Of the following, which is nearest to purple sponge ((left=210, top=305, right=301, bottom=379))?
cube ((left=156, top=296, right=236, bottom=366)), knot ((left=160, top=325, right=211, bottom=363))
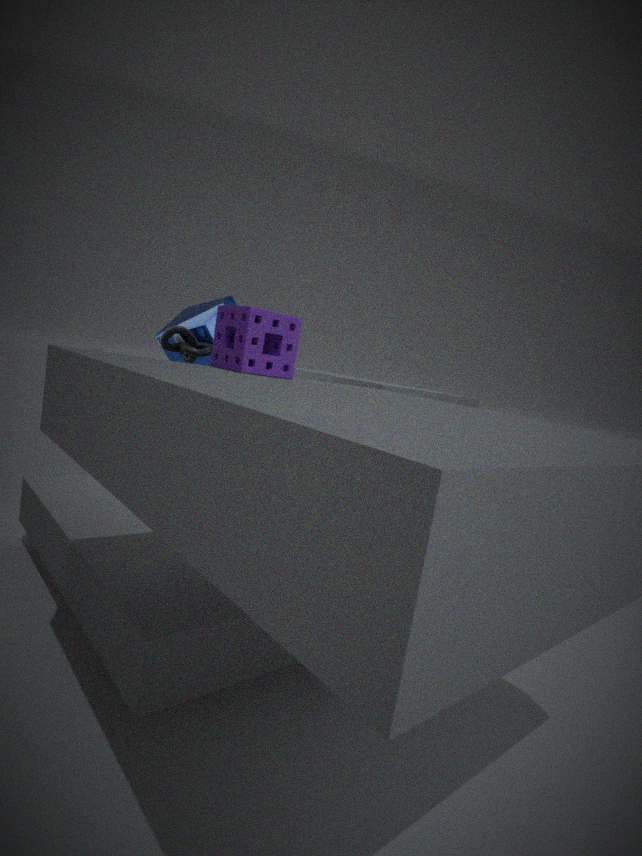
knot ((left=160, top=325, right=211, bottom=363))
